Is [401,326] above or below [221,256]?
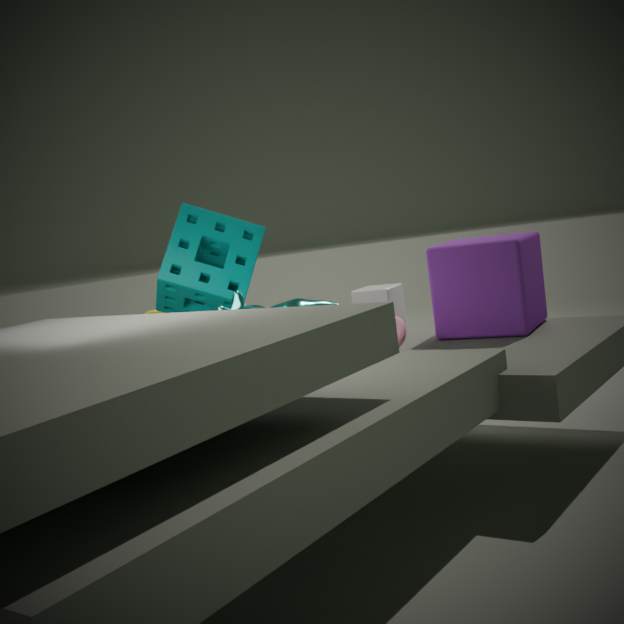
below
